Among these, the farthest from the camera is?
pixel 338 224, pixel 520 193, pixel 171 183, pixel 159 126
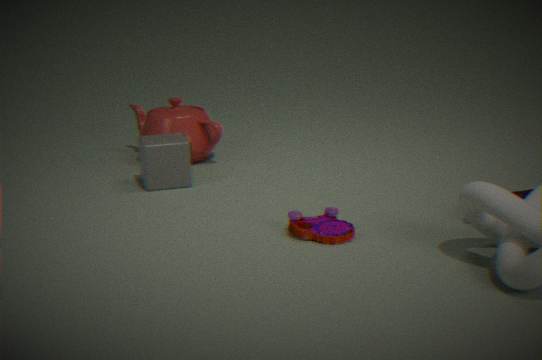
pixel 159 126
